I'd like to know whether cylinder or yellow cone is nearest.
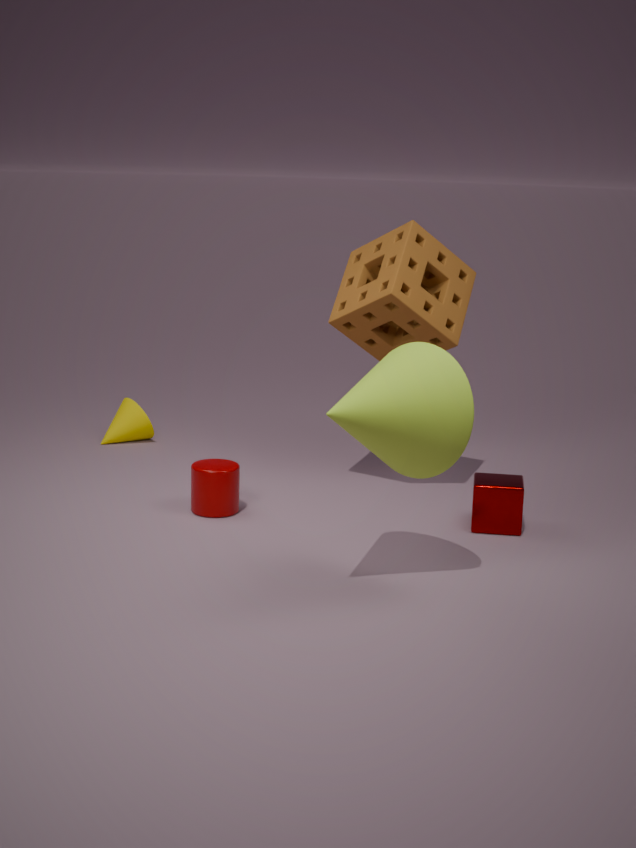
cylinder
